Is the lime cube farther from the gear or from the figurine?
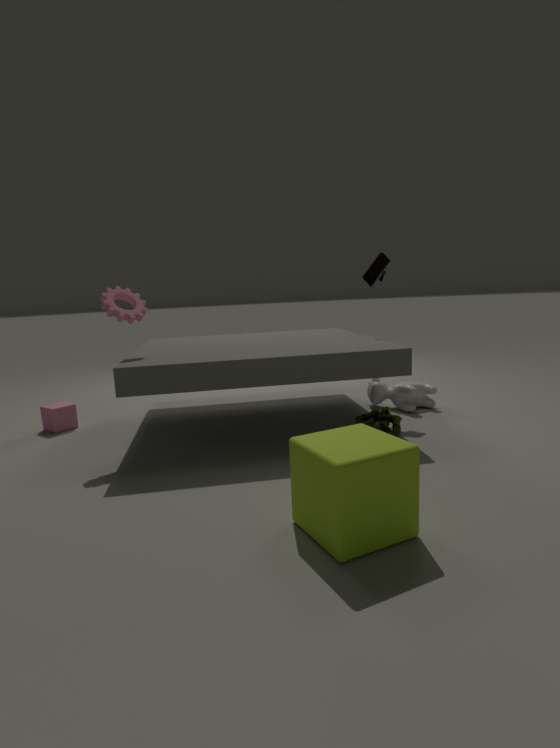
the gear
